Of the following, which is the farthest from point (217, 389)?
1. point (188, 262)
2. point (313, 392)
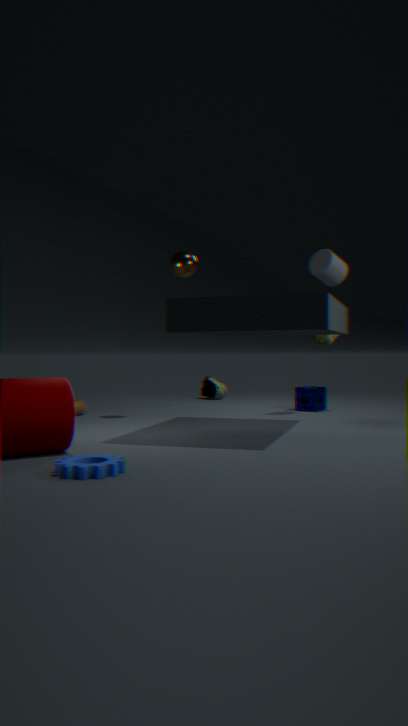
point (188, 262)
